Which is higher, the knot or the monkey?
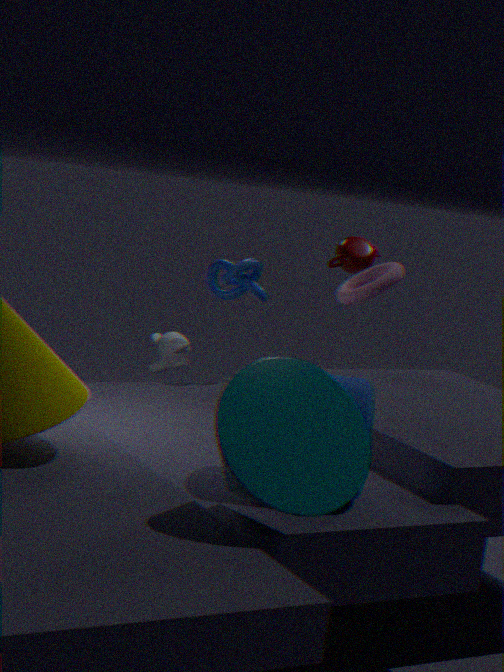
the knot
